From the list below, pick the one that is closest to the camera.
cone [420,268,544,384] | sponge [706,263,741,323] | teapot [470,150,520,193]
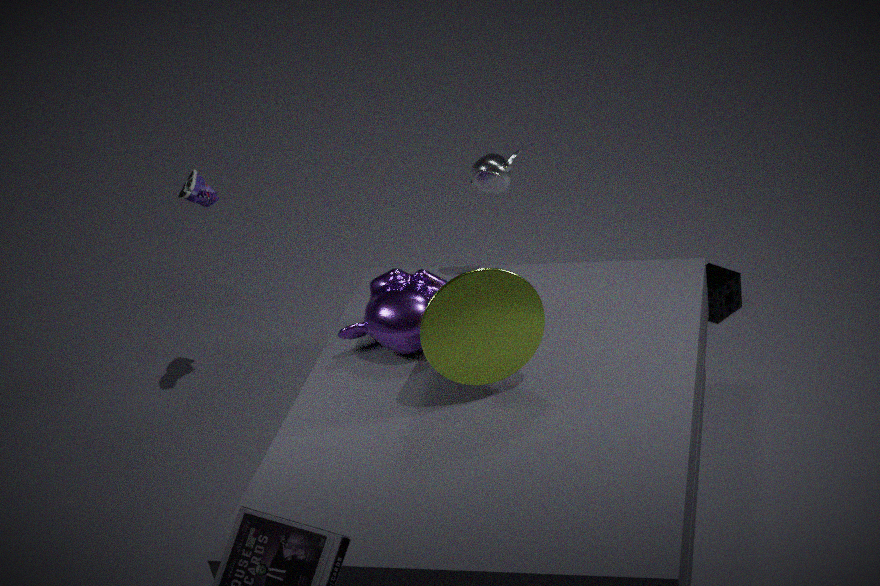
cone [420,268,544,384]
